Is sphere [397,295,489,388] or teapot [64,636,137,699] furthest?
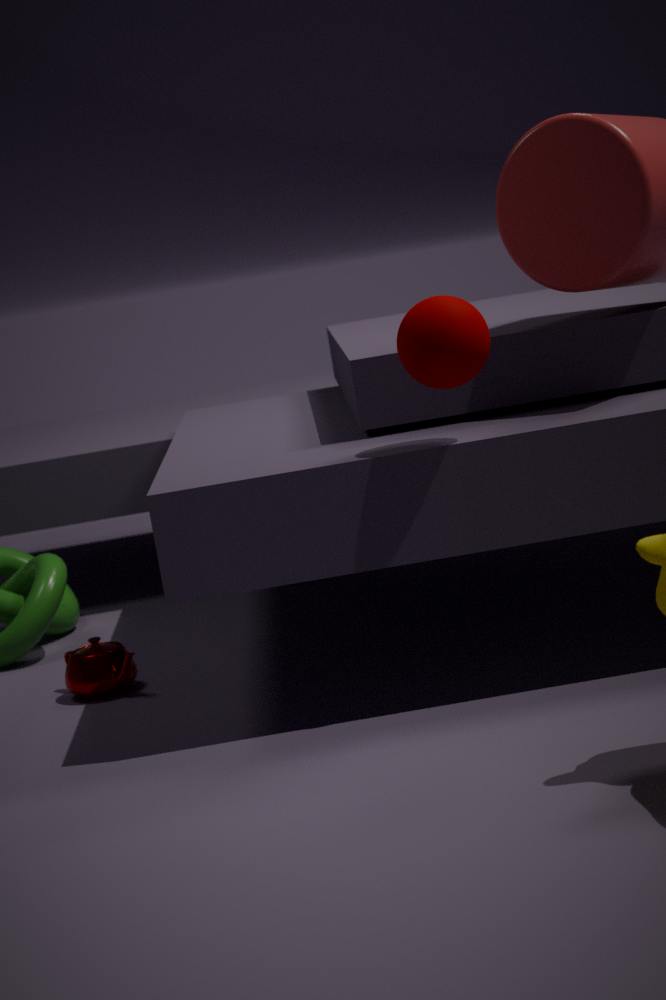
teapot [64,636,137,699]
